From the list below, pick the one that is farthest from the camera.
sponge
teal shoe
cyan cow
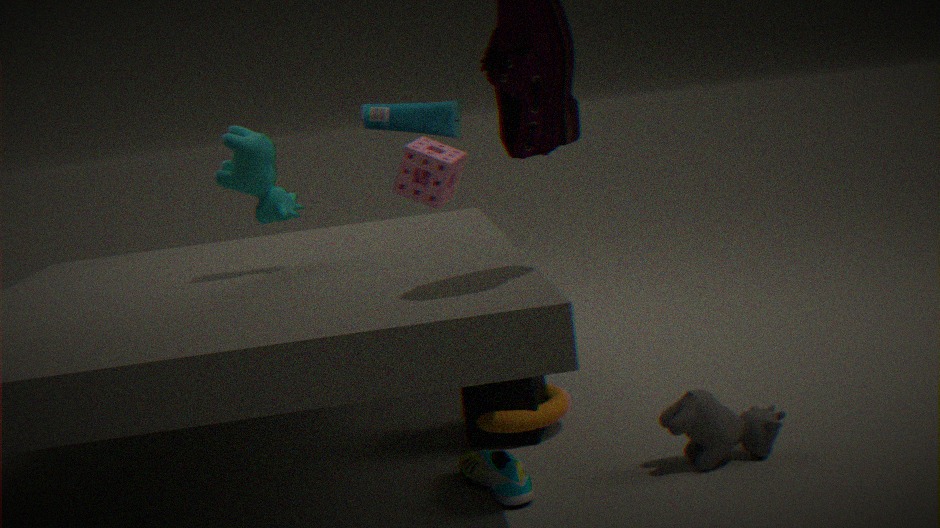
sponge
